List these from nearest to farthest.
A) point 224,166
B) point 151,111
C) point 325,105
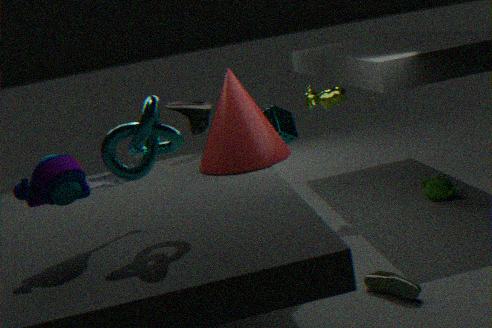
1. point 151,111
2. point 224,166
3. point 325,105
